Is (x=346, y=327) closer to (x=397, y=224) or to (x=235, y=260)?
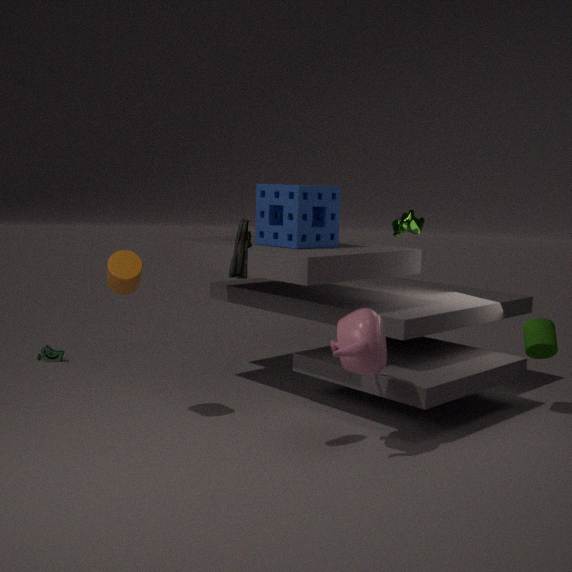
(x=235, y=260)
